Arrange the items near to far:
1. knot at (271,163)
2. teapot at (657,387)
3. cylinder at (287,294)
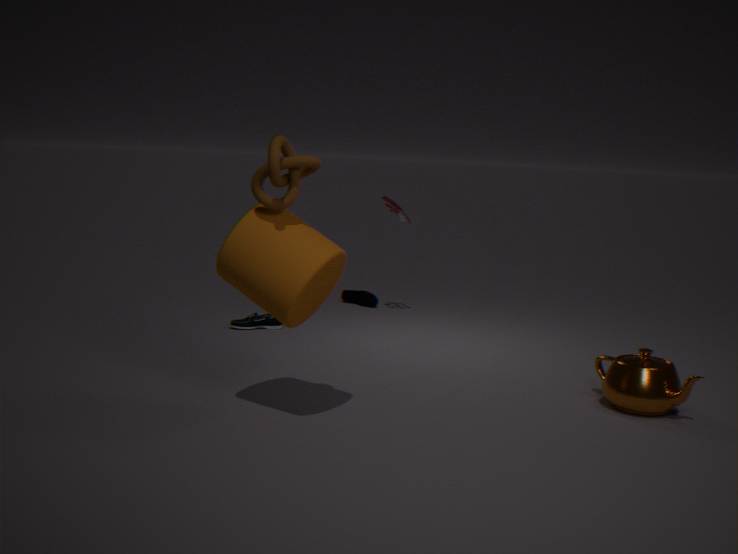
1. knot at (271,163)
2. cylinder at (287,294)
3. teapot at (657,387)
